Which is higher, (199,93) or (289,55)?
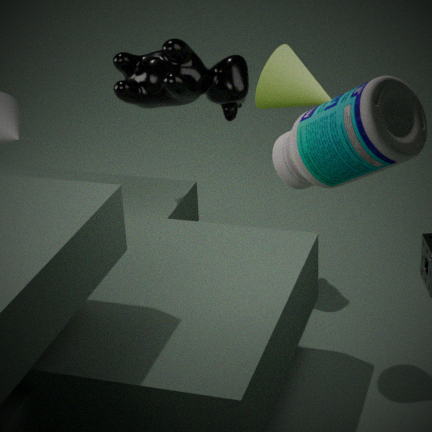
(289,55)
